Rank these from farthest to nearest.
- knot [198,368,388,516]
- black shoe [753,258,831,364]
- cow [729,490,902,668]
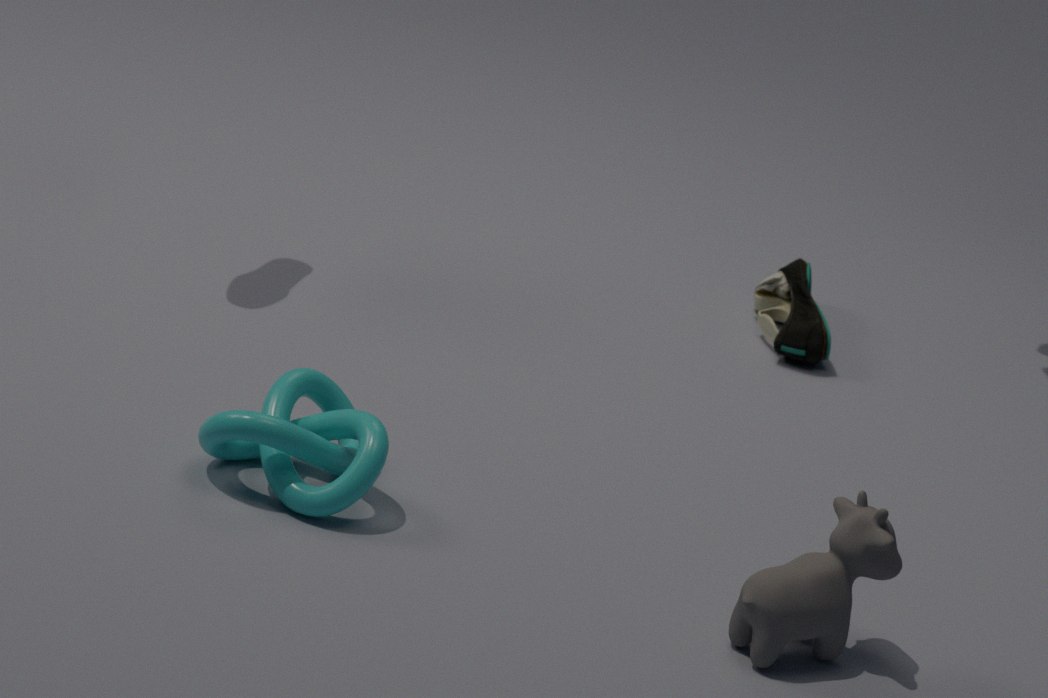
1. black shoe [753,258,831,364]
2. knot [198,368,388,516]
3. cow [729,490,902,668]
